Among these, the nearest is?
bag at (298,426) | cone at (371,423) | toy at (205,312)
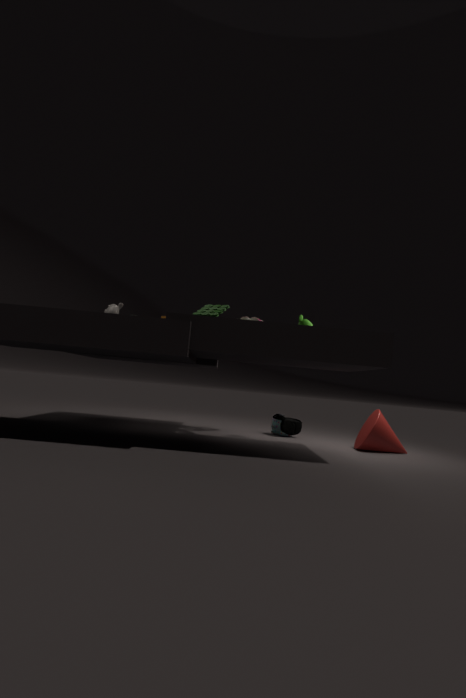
toy at (205,312)
